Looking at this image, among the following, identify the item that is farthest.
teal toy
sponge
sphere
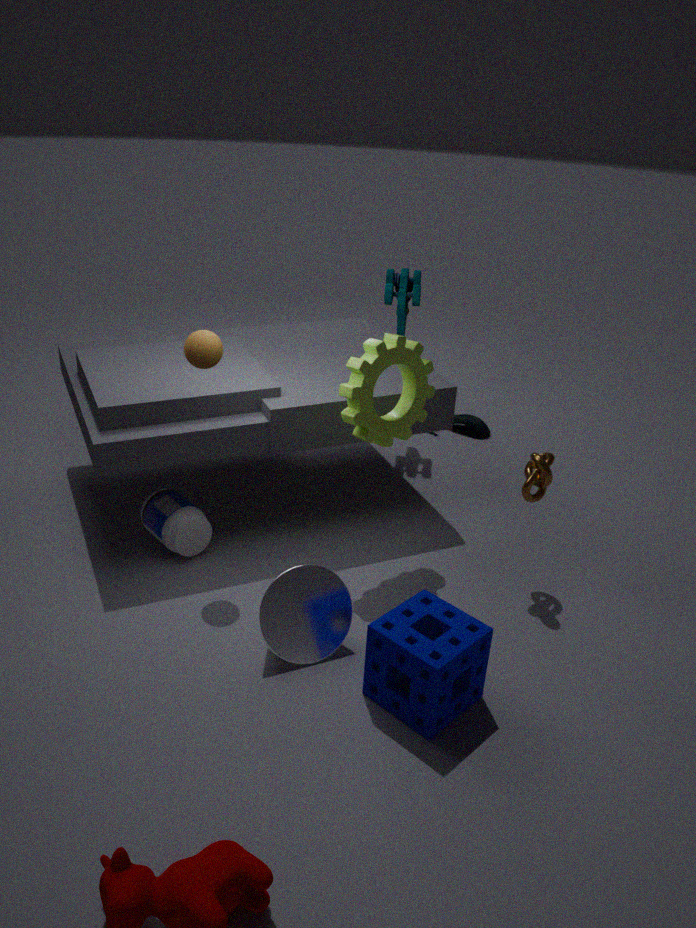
teal toy
